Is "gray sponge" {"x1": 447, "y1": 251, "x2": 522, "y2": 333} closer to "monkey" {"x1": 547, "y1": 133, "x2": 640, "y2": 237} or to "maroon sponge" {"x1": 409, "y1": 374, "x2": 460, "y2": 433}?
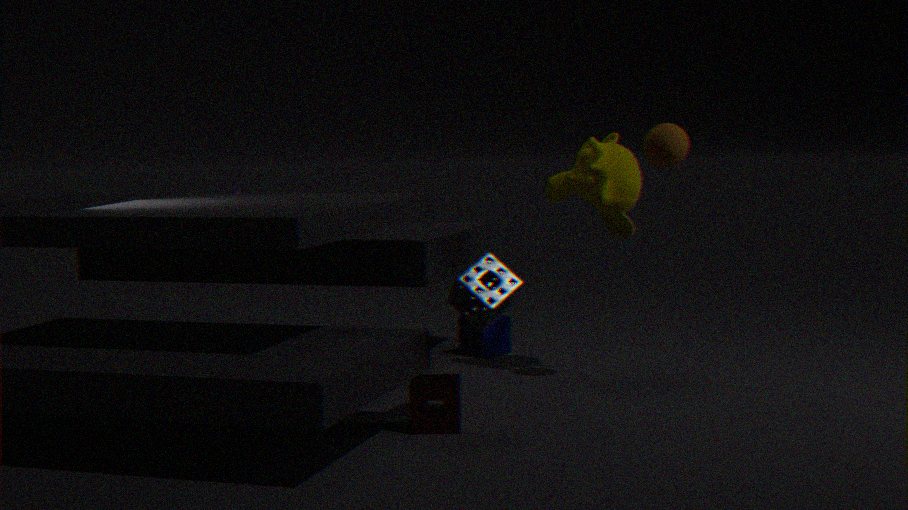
"maroon sponge" {"x1": 409, "y1": 374, "x2": 460, "y2": 433}
